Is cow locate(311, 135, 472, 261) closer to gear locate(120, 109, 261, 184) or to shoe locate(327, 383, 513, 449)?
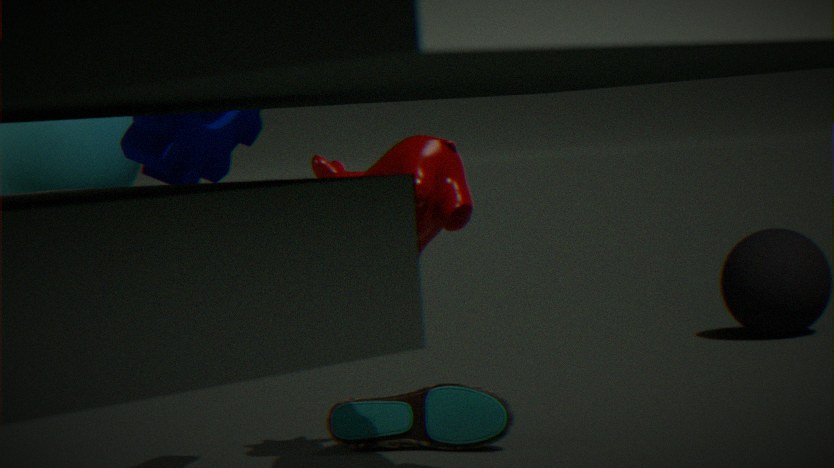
gear locate(120, 109, 261, 184)
